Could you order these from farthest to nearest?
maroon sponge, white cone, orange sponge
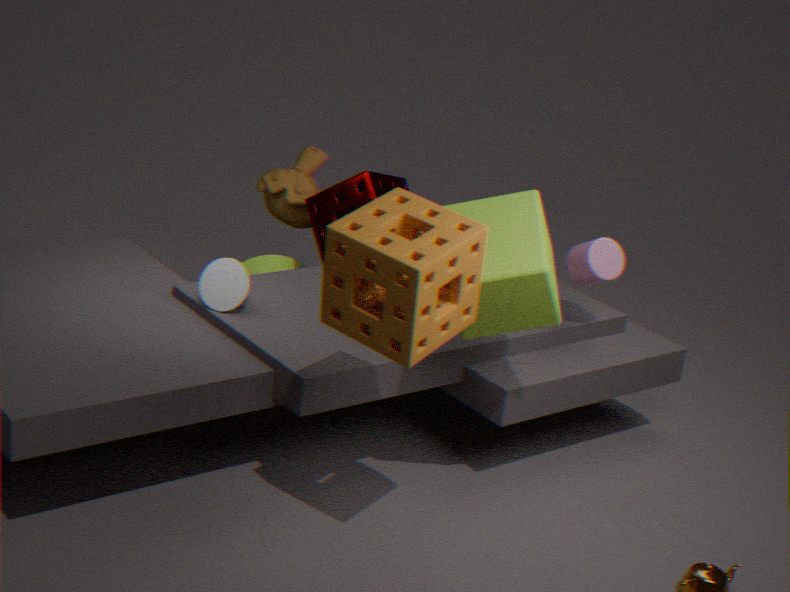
maroon sponge
white cone
orange sponge
